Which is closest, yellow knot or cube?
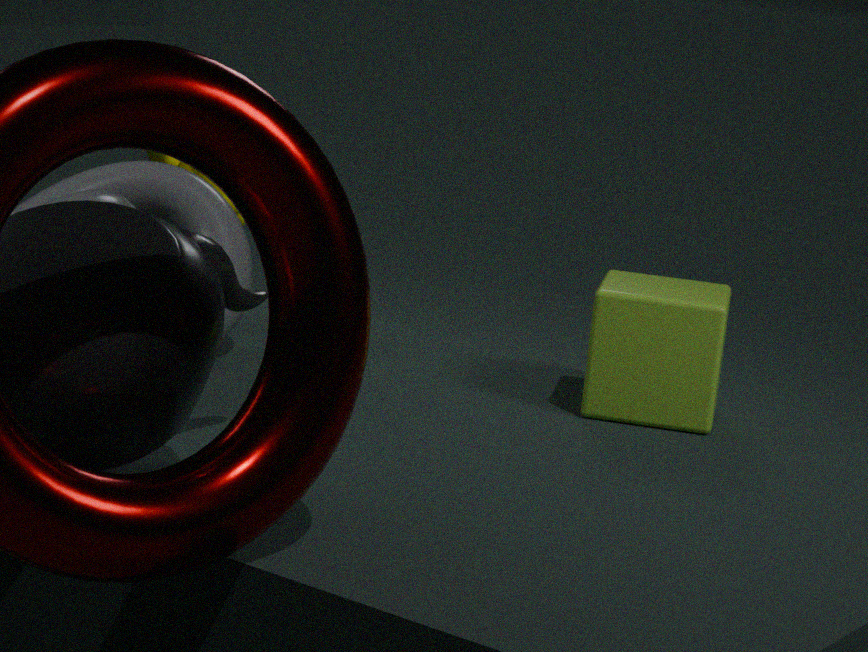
cube
